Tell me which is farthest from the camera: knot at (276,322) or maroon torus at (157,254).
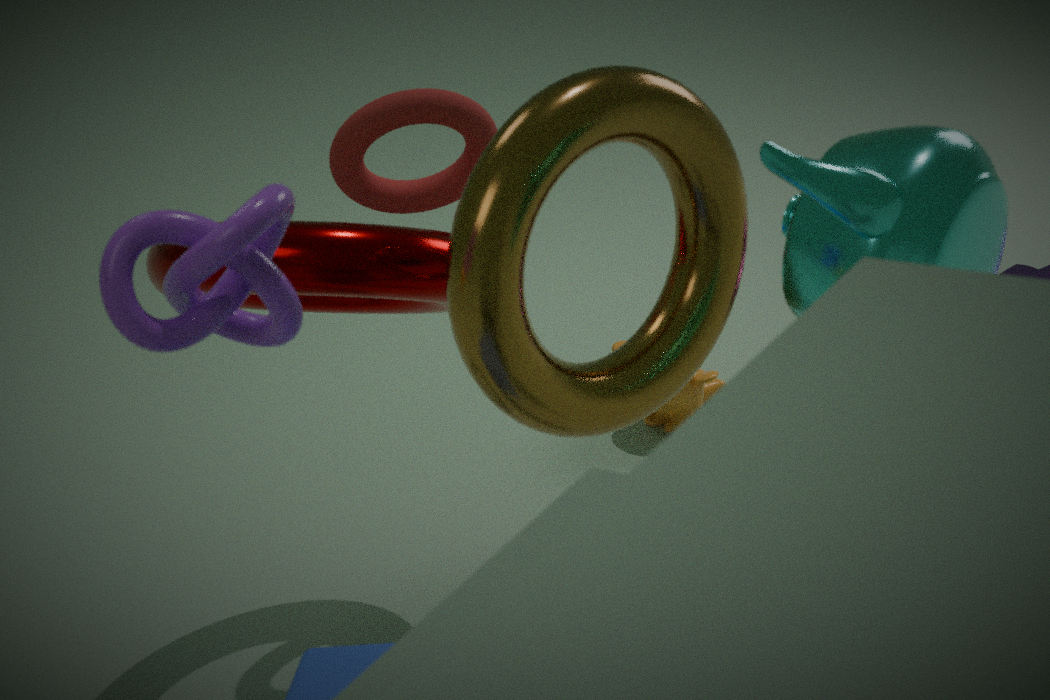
maroon torus at (157,254)
